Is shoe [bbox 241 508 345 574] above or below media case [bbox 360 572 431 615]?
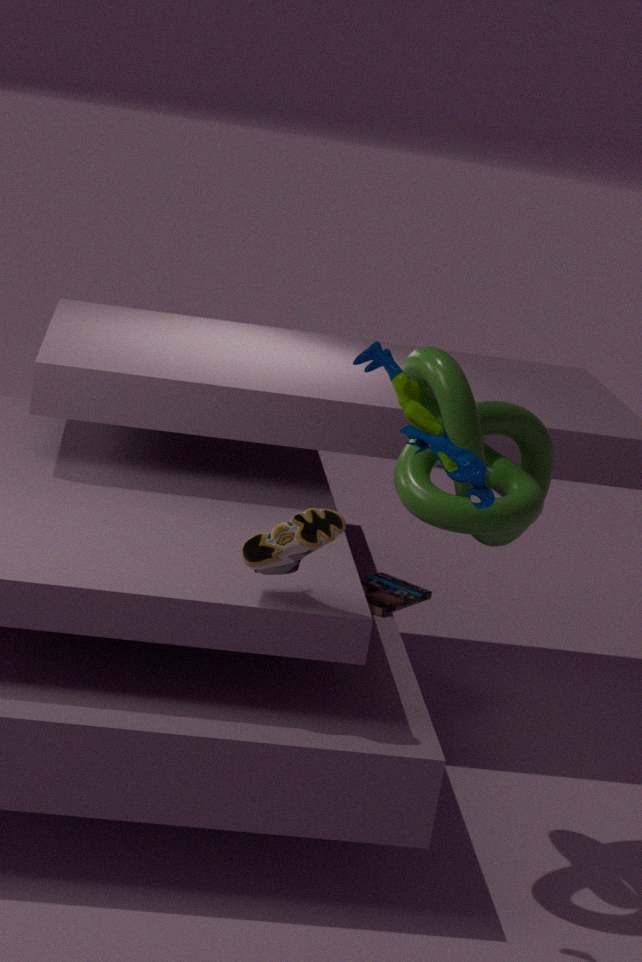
above
